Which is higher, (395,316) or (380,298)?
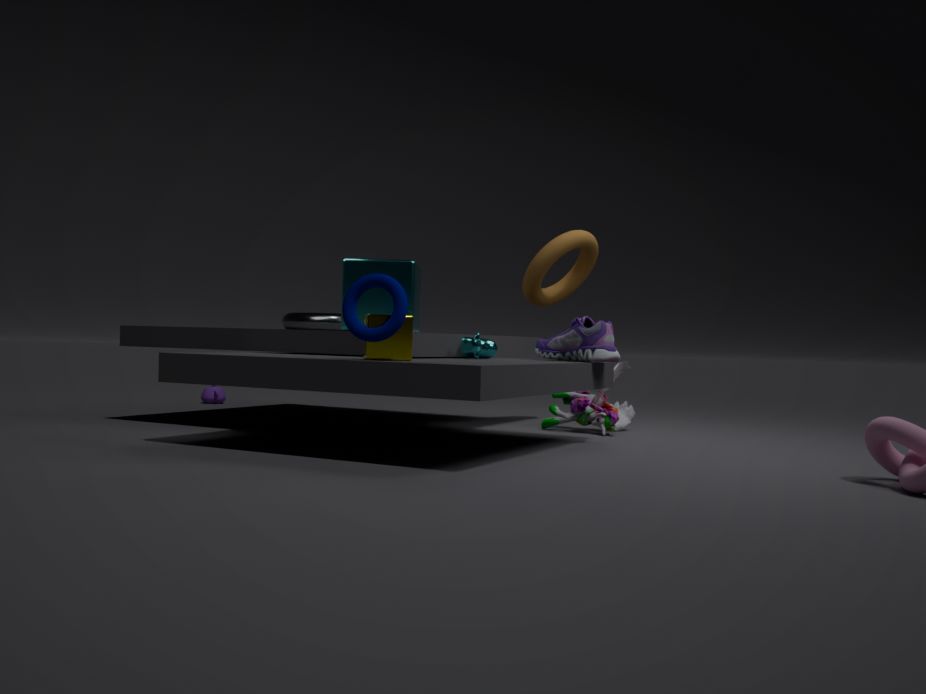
(380,298)
